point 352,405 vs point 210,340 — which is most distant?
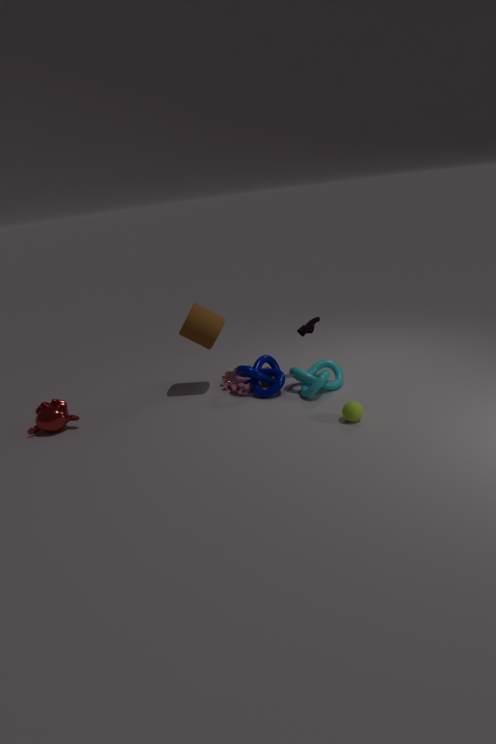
point 210,340
